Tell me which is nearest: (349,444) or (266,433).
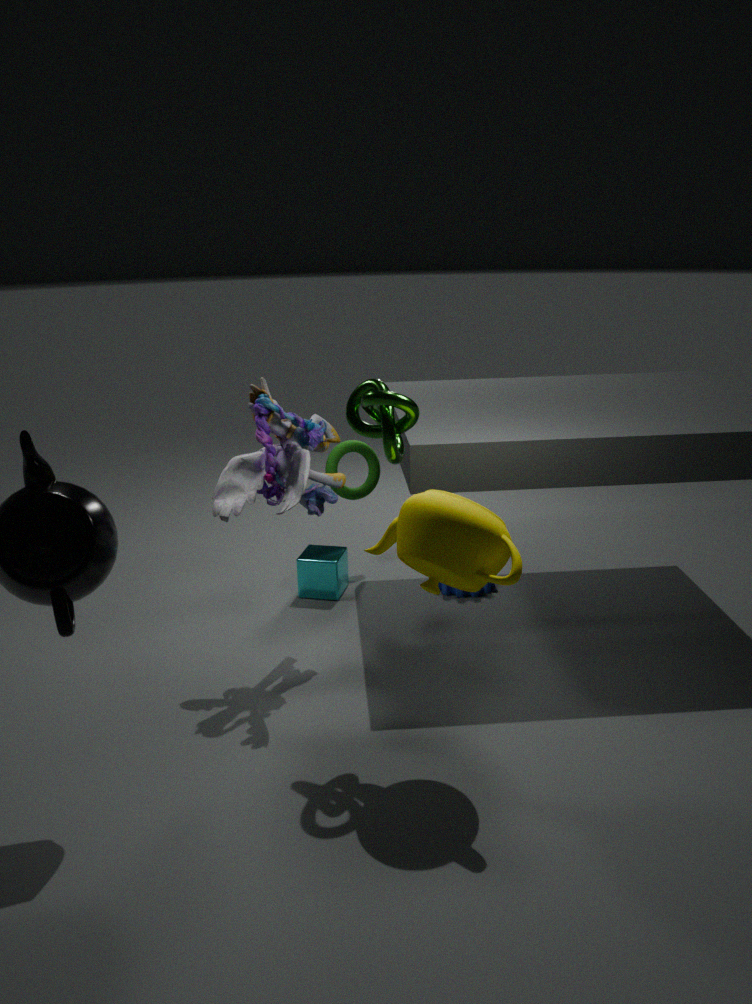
(266,433)
